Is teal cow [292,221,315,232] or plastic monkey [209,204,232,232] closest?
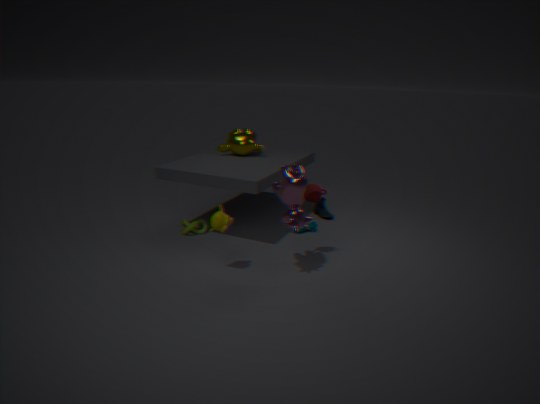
plastic monkey [209,204,232,232]
